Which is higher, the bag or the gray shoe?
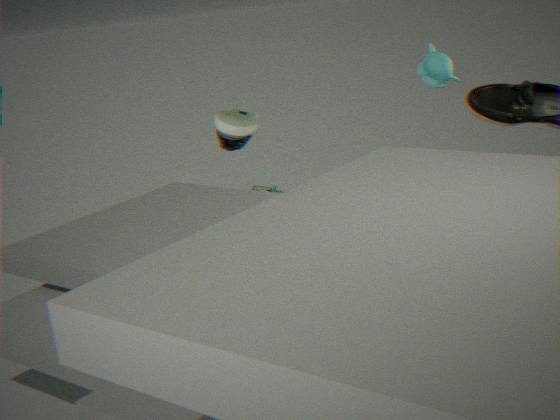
the gray shoe
